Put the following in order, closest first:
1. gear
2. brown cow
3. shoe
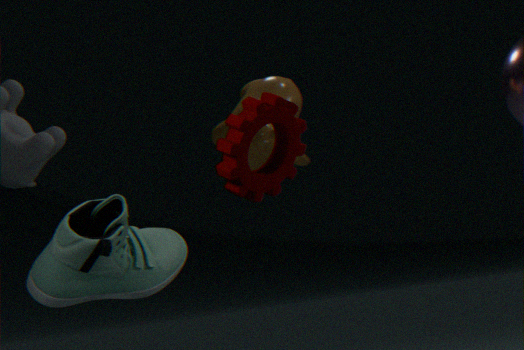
gear < shoe < brown cow
